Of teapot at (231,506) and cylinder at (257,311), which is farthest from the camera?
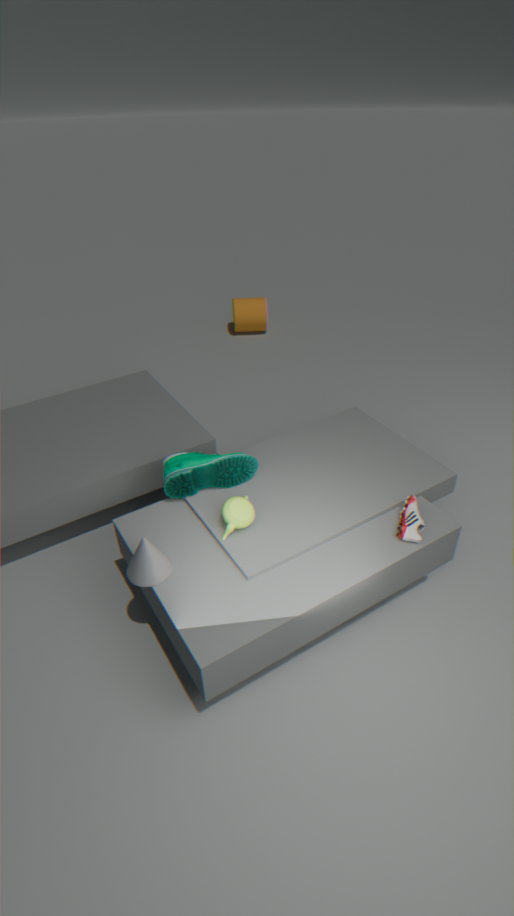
cylinder at (257,311)
